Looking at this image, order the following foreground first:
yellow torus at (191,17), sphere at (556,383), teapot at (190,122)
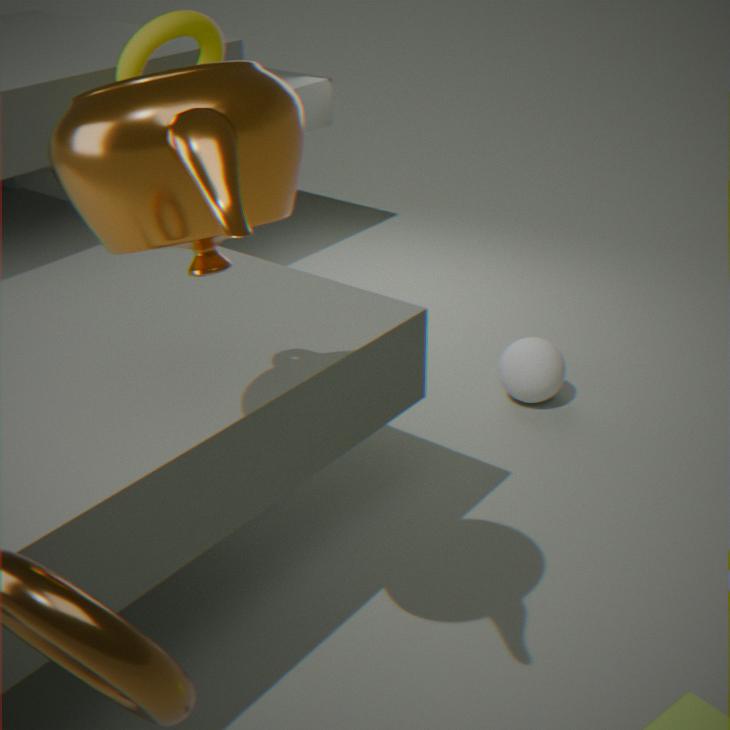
teapot at (190,122)
yellow torus at (191,17)
sphere at (556,383)
